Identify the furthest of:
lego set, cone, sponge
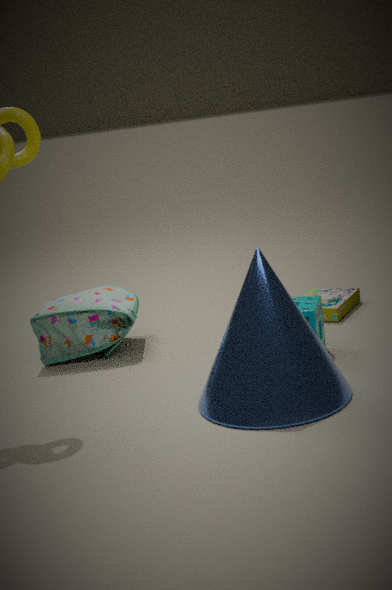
lego set
